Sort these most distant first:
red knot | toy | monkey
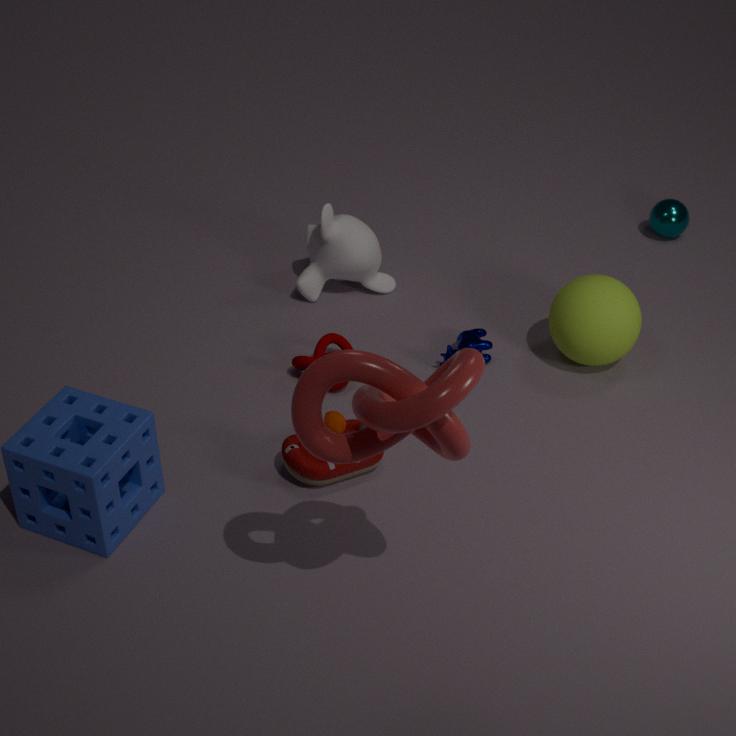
monkey < toy < red knot
